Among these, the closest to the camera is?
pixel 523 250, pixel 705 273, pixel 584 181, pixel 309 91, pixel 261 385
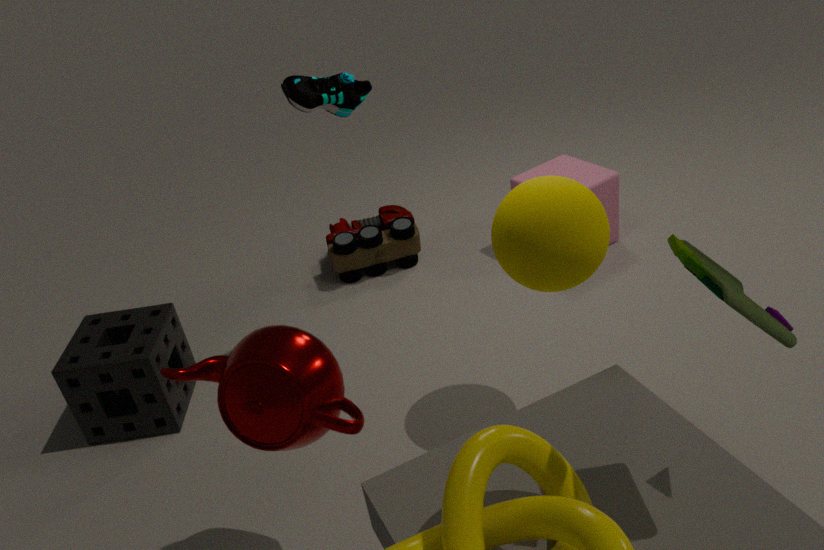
pixel 705 273
